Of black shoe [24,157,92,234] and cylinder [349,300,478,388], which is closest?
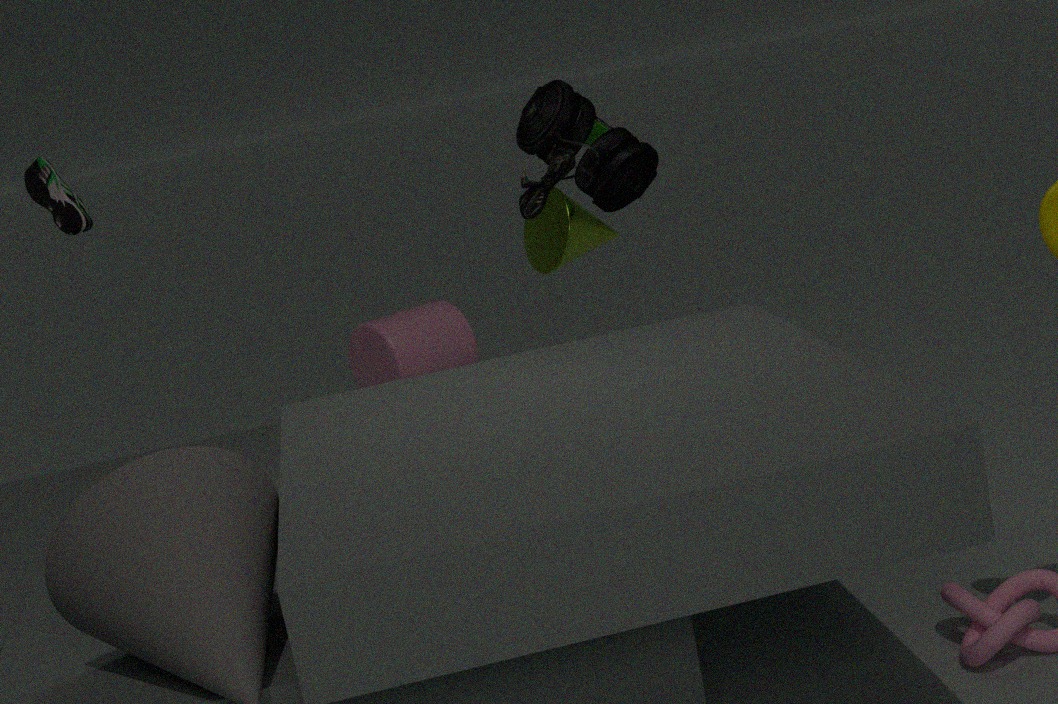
black shoe [24,157,92,234]
